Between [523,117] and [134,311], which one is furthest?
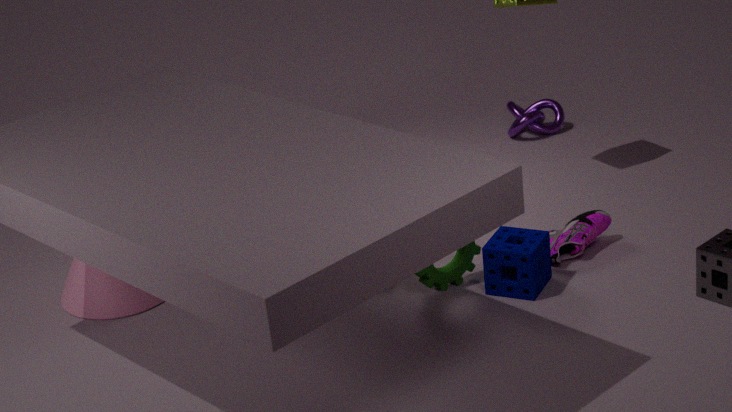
[523,117]
